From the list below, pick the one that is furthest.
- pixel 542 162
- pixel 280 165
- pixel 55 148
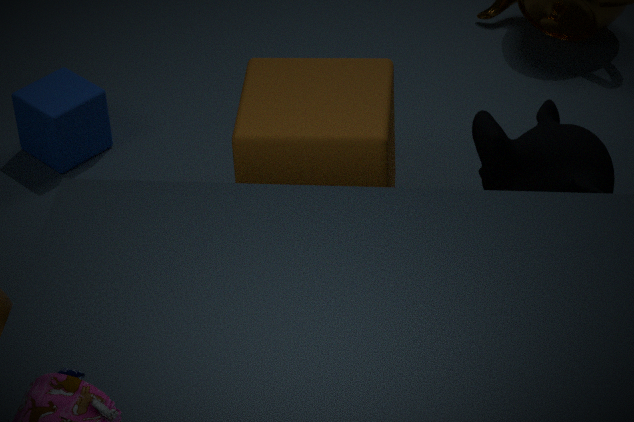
pixel 55 148
